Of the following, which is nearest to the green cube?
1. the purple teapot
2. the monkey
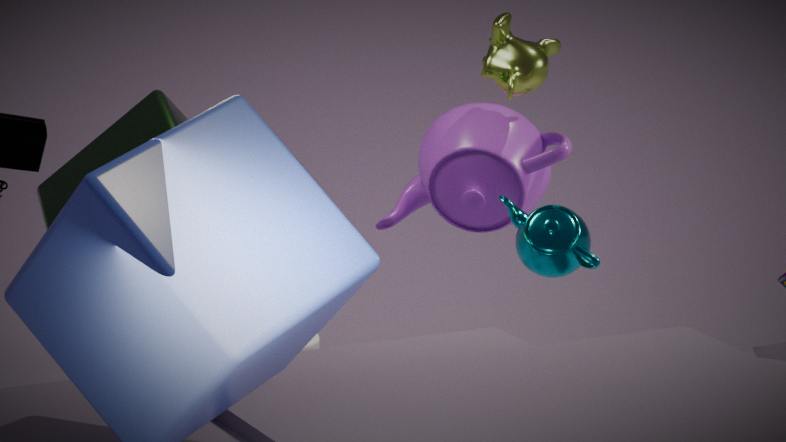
the purple teapot
